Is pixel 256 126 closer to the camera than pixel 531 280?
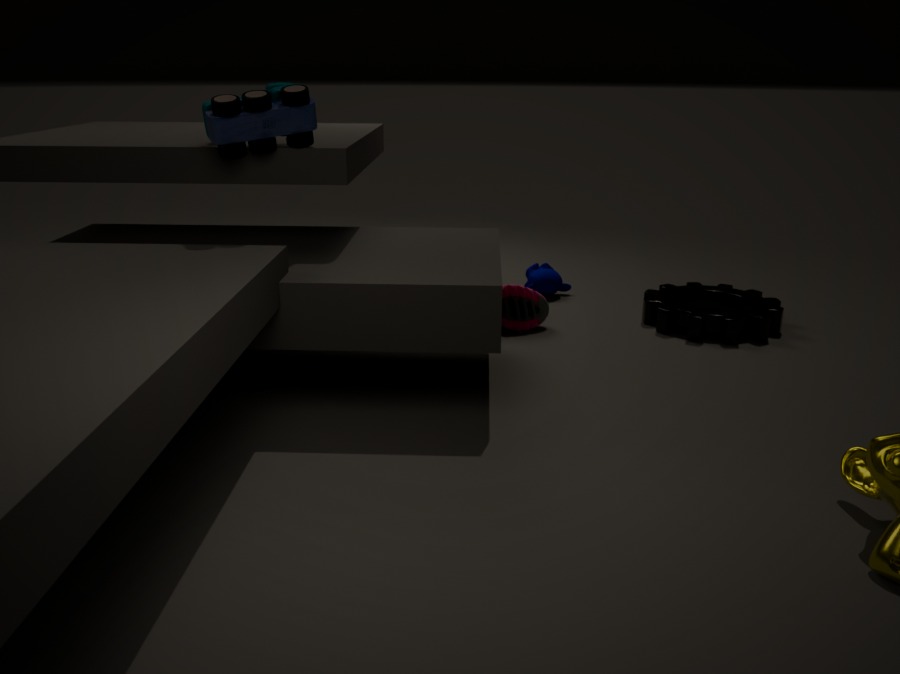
Yes
